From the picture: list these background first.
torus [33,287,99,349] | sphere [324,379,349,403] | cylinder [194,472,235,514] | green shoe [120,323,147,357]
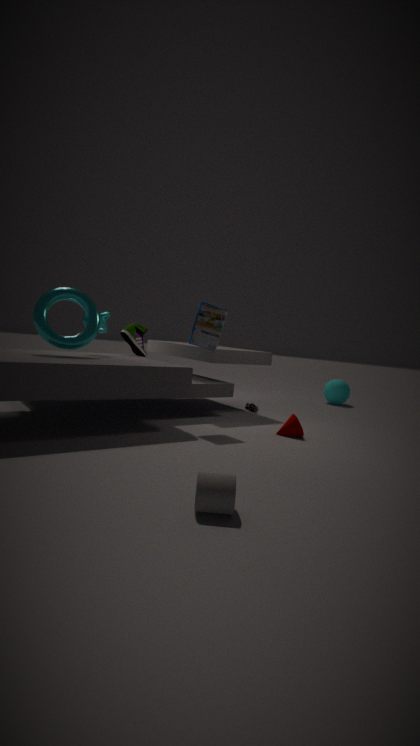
sphere [324,379,349,403] < green shoe [120,323,147,357] < torus [33,287,99,349] < cylinder [194,472,235,514]
